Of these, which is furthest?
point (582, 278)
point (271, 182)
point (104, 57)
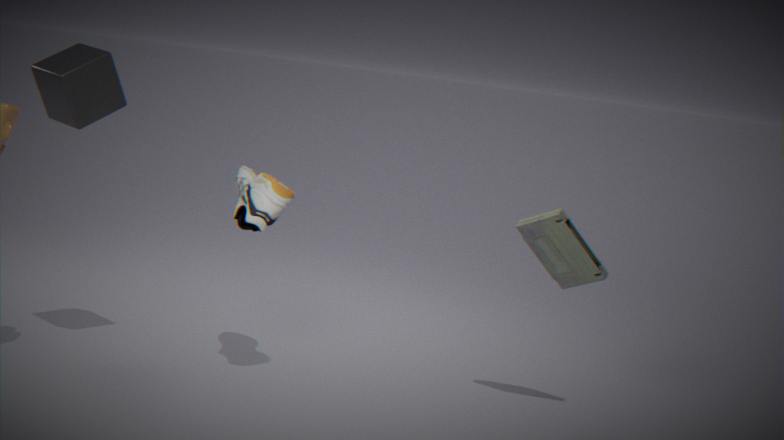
point (582, 278)
